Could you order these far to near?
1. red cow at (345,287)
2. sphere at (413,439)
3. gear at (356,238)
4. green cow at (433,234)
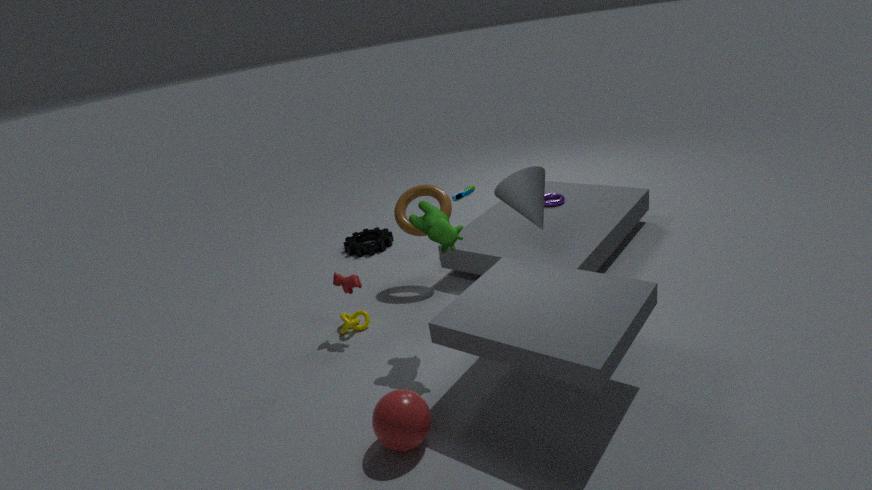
gear at (356,238) < red cow at (345,287) < green cow at (433,234) < sphere at (413,439)
